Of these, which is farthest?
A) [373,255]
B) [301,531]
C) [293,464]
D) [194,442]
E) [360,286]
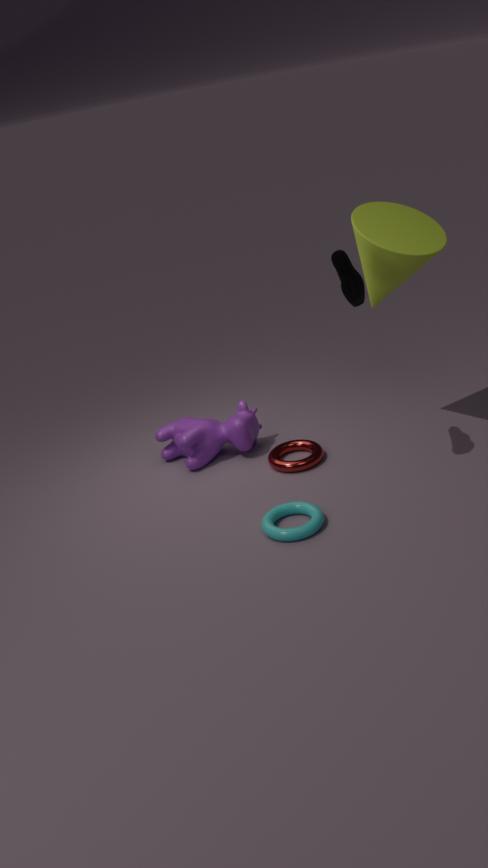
[194,442]
